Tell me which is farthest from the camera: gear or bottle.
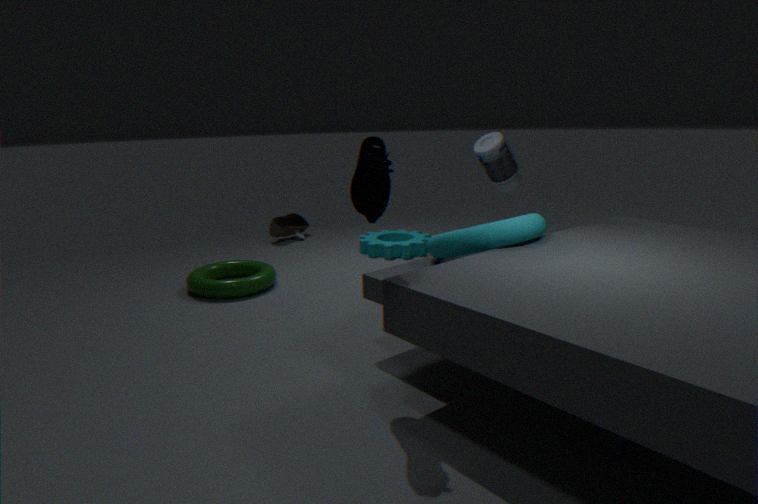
gear
